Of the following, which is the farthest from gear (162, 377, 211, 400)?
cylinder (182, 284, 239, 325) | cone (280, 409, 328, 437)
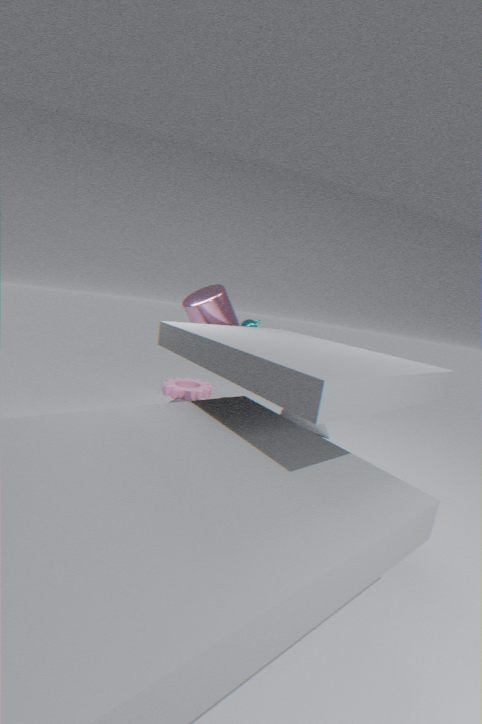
cone (280, 409, 328, 437)
